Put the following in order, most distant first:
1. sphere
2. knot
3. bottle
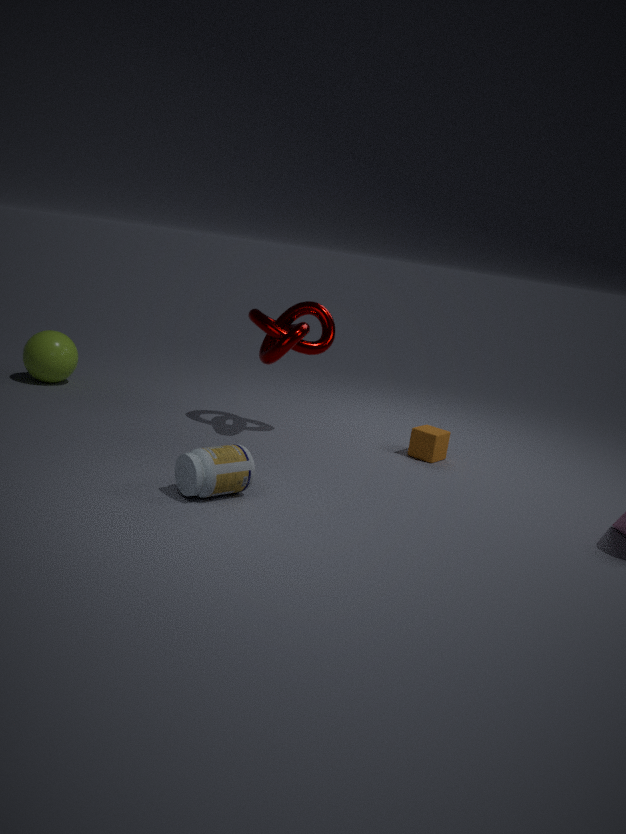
sphere < knot < bottle
